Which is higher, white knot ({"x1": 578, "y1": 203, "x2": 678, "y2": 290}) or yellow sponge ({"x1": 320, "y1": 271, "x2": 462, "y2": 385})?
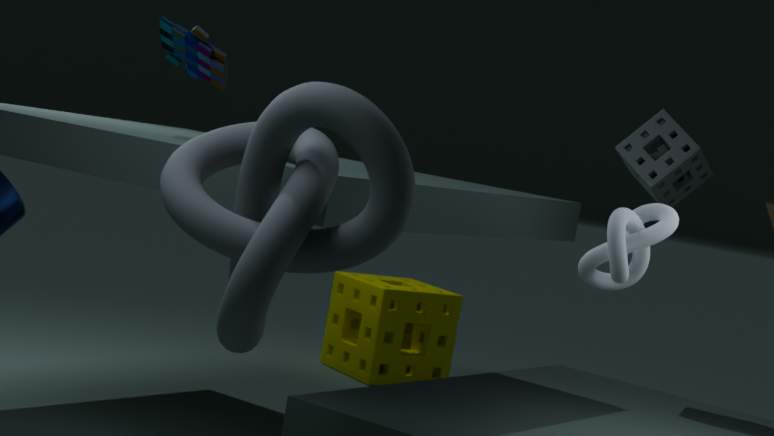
white knot ({"x1": 578, "y1": 203, "x2": 678, "y2": 290})
